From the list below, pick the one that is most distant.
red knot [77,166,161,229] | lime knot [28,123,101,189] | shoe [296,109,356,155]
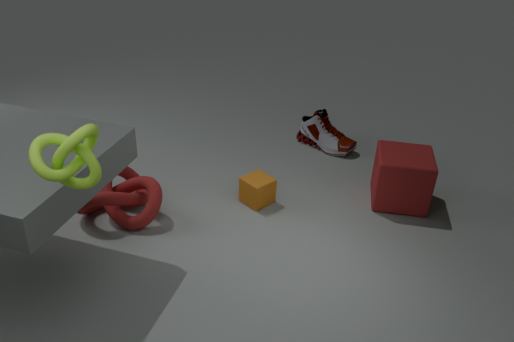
shoe [296,109,356,155]
